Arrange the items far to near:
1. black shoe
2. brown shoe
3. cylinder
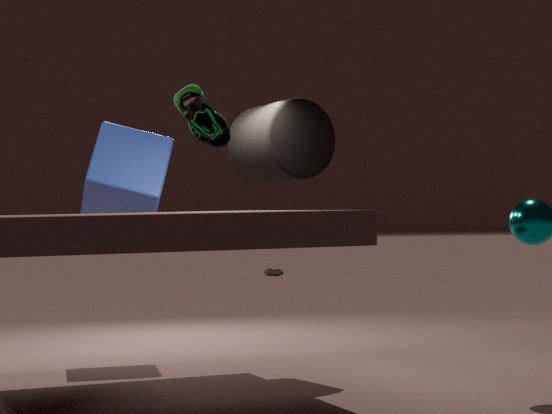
brown shoe
cylinder
black shoe
